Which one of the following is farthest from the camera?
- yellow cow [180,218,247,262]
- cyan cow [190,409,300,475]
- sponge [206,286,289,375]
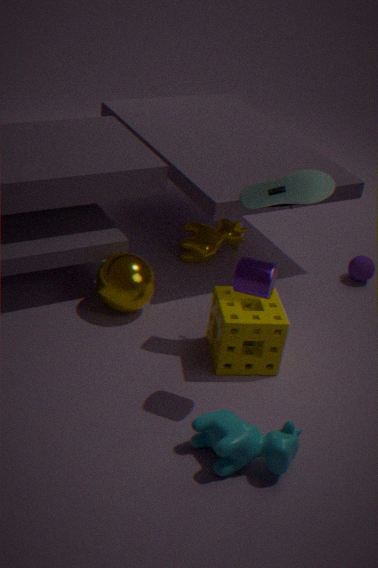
yellow cow [180,218,247,262]
